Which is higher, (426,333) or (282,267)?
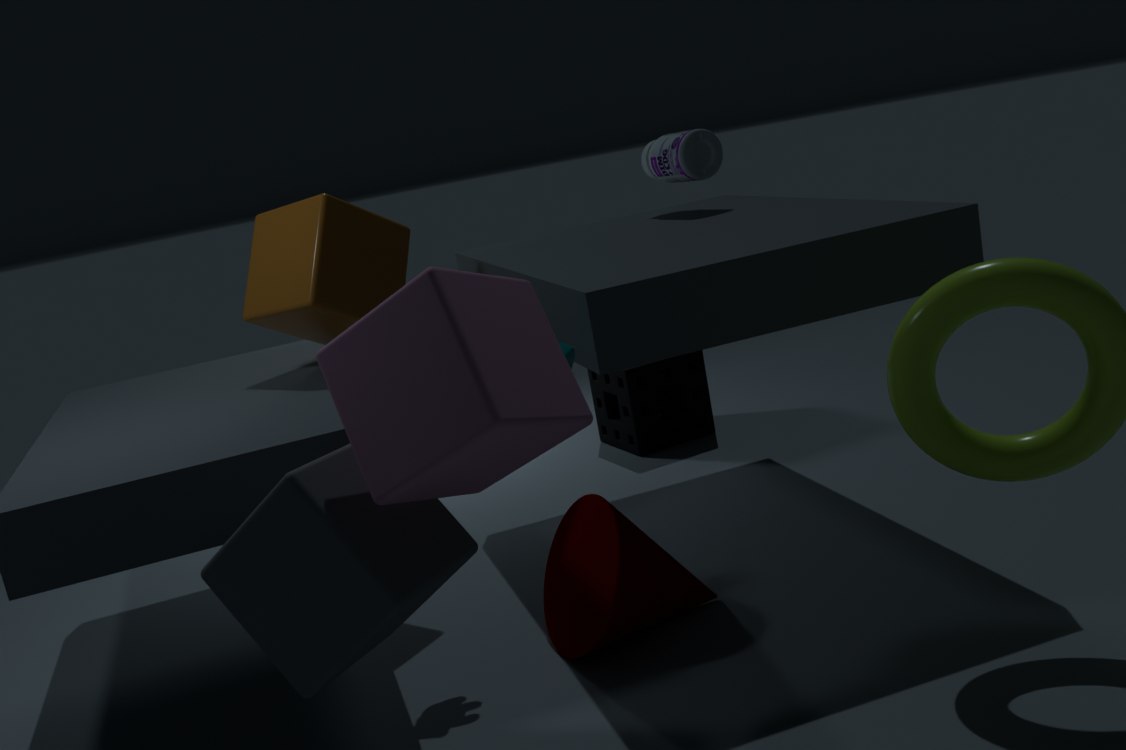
(282,267)
